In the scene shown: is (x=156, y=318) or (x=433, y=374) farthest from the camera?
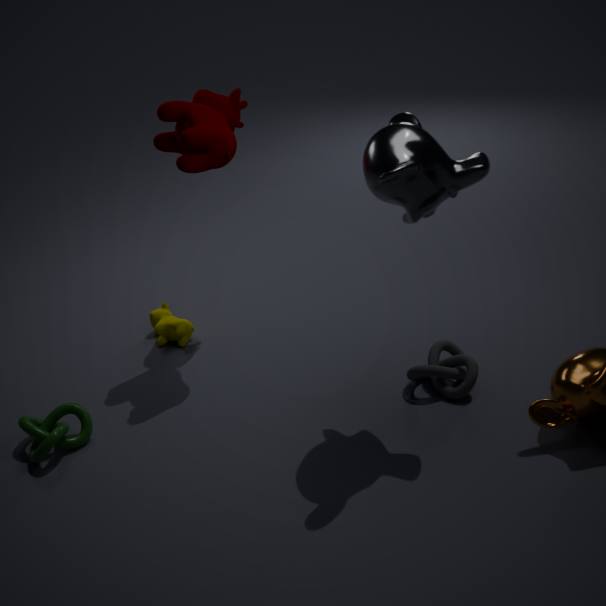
(x=156, y=318)
